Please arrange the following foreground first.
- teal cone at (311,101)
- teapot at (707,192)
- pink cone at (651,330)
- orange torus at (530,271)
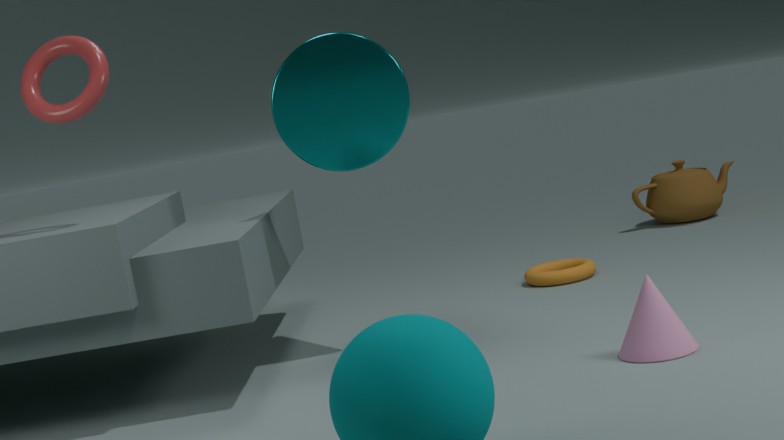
pink cone at (651,330) → teal cone at (311,101) → orange torus at (530,271) → teapot at (707,192)
